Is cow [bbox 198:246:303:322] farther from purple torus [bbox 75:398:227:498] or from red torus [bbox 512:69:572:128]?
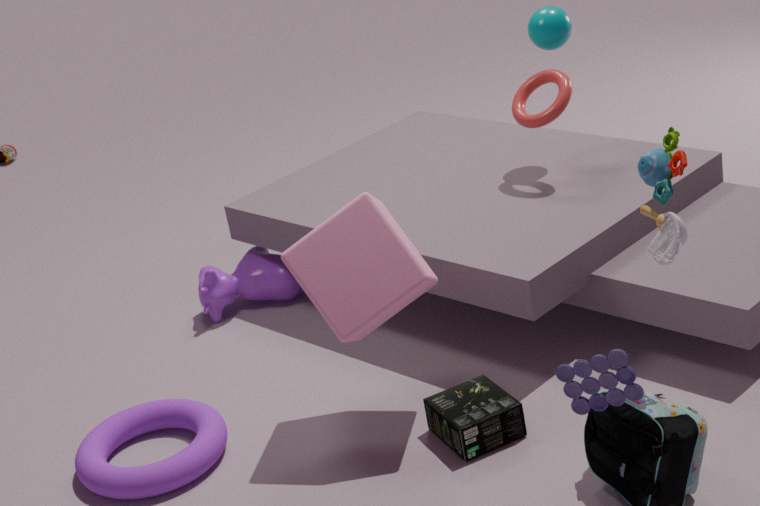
red torus [bbox 512:69:572:128]
